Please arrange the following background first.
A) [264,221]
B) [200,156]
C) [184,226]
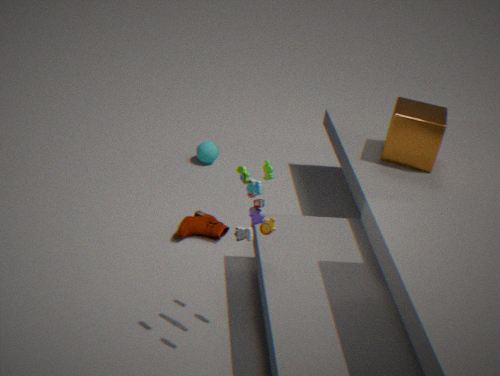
[200,156]
[184,226]
[264,221]
